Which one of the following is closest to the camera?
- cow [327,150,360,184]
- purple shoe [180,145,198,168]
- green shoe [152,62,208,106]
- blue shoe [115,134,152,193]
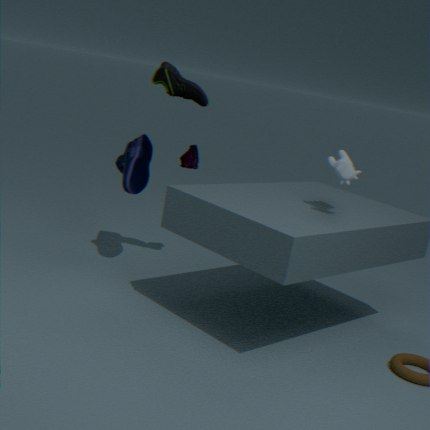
cow [327,150,360,184]
